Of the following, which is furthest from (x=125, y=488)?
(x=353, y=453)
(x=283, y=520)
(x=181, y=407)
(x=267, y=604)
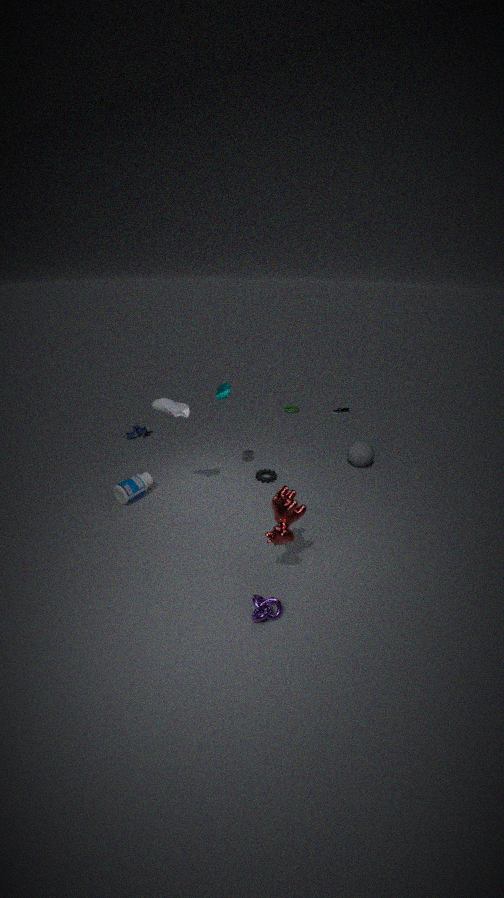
(x=353, y=453)
